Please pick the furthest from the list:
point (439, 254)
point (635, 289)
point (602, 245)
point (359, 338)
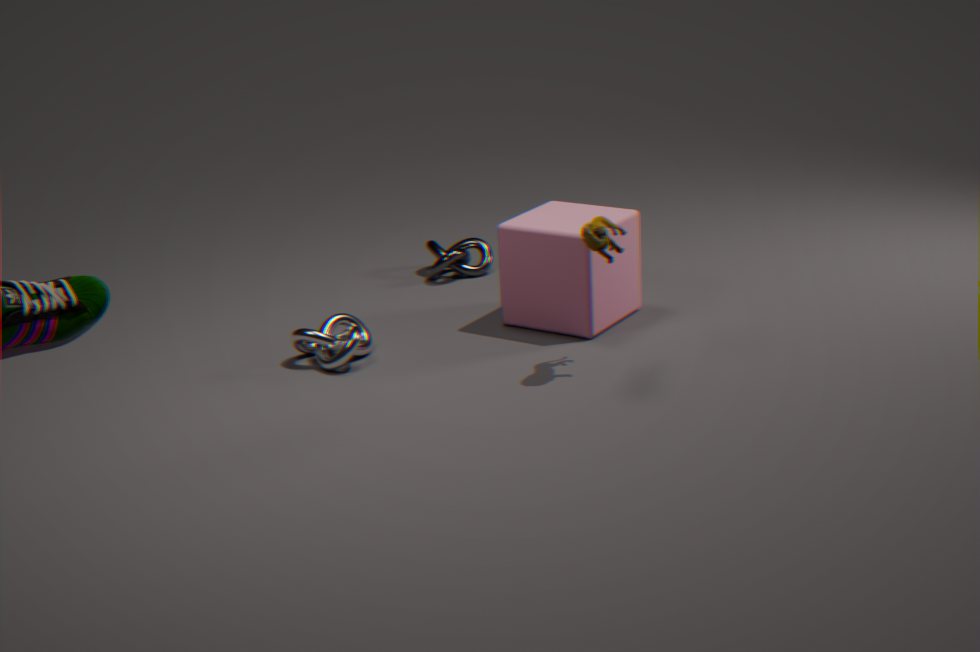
point (439, 254)
